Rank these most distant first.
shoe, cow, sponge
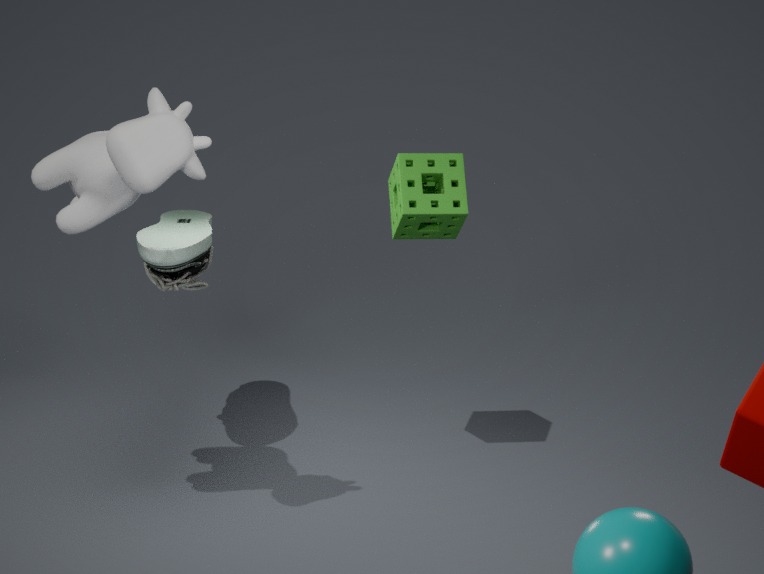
sponge
shoe
cow
